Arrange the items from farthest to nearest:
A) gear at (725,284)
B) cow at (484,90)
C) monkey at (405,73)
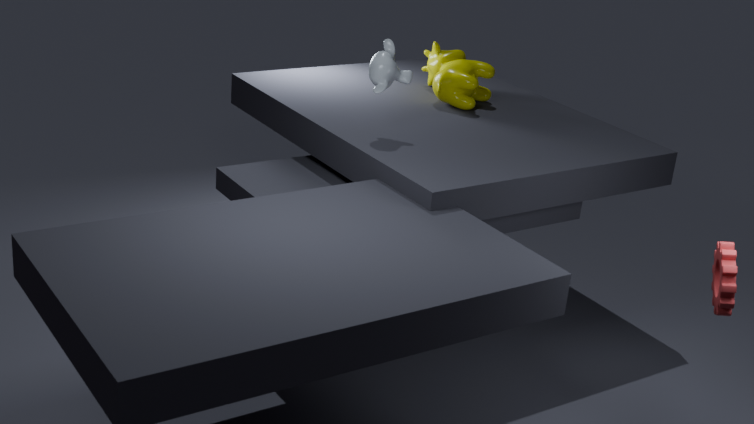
cow at (484,90) < monkey at (405,73) < gear at (725,284)
